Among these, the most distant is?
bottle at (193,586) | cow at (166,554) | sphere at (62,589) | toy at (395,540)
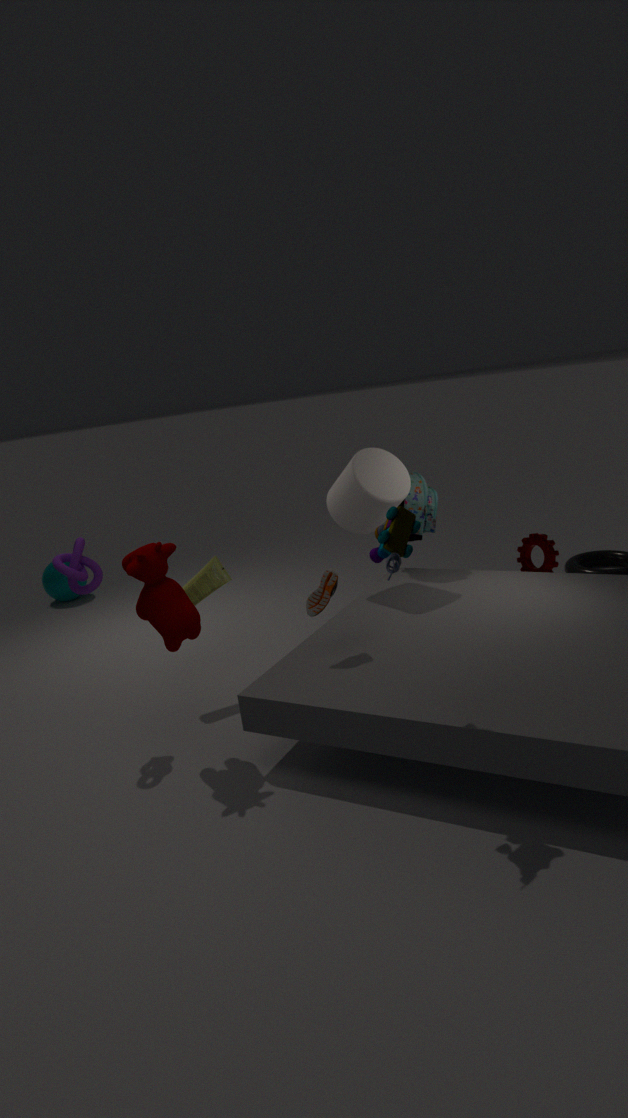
sphere at (62,589)
